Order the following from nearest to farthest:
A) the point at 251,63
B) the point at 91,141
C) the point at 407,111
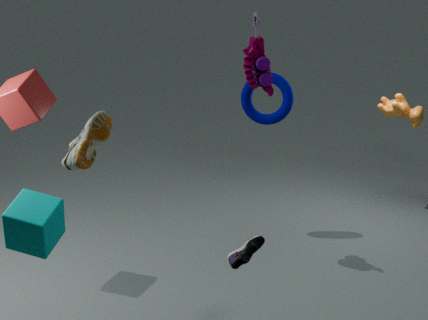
the point at 91,141 → the point at 251,63 → the point at 407,111
